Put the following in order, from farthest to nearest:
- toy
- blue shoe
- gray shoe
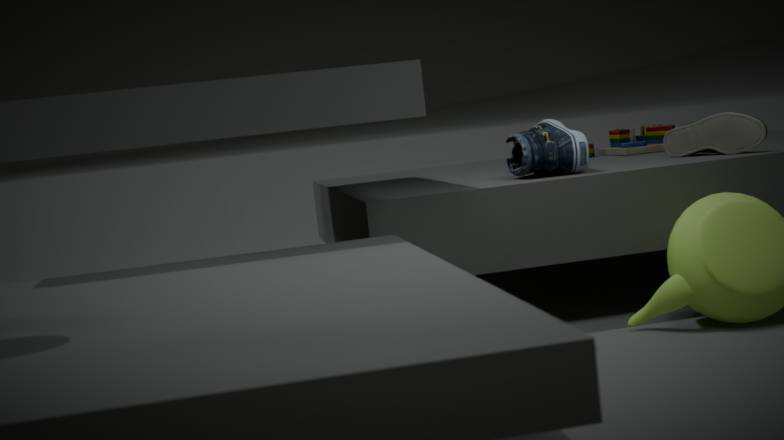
1. toy
2. gray shoe
3. blue shoe
